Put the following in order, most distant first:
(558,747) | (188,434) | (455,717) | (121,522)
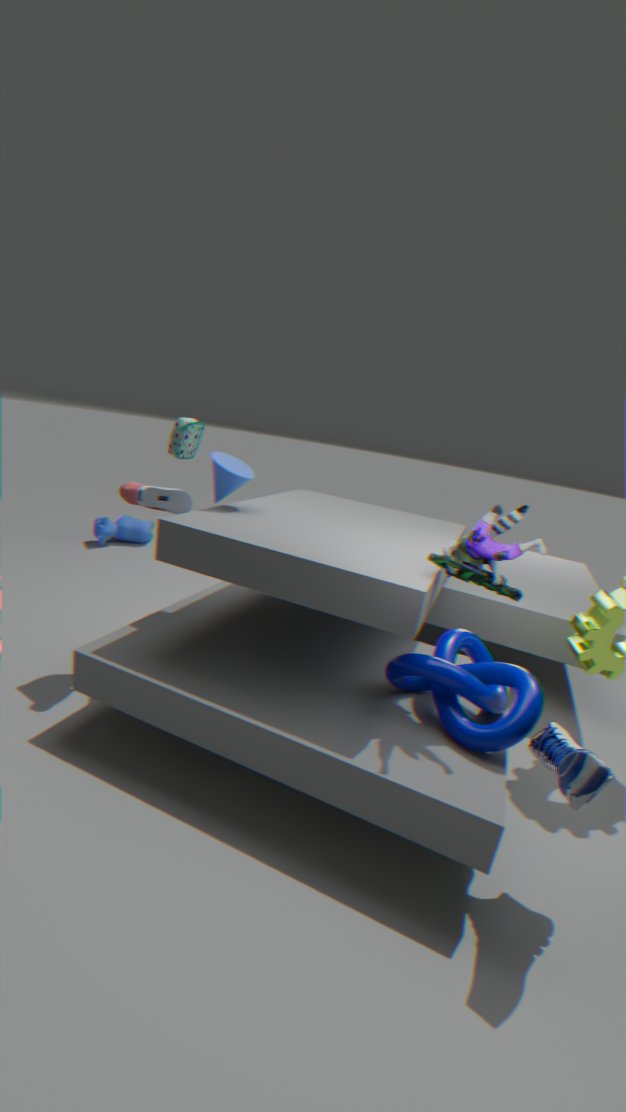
(121,522) < (188,434) < (455,717) < (558,747)
